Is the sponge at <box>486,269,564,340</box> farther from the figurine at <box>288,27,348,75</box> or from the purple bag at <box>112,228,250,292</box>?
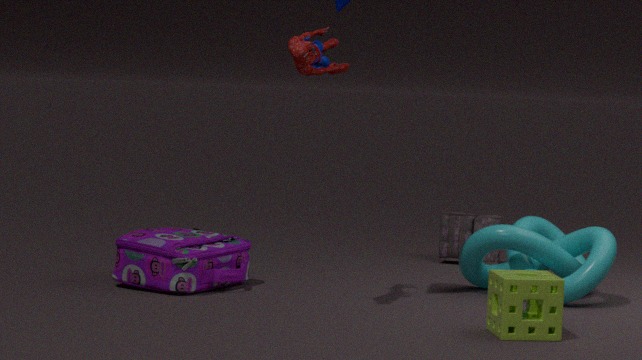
the purple bag at <box>112,228,250,292</box>
